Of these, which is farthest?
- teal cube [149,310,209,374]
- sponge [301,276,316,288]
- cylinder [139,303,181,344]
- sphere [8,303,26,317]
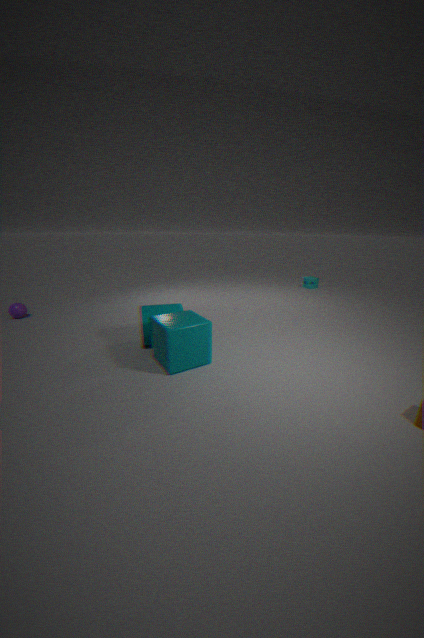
sponge [301,276,316,288]
